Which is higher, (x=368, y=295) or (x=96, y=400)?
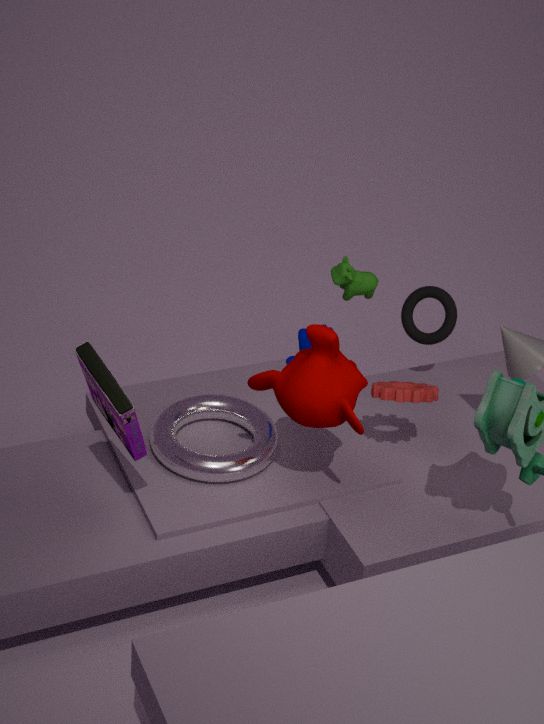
(x=368, y=295)
